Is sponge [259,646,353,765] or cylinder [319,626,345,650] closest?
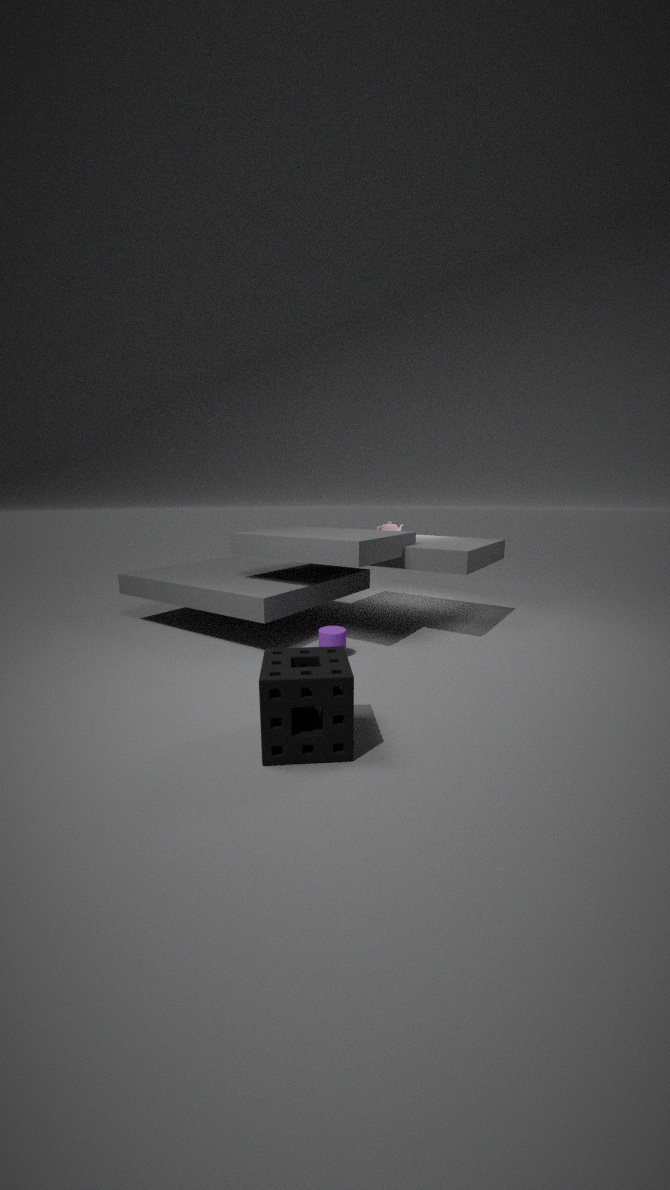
sponge [259,646,353,765]
